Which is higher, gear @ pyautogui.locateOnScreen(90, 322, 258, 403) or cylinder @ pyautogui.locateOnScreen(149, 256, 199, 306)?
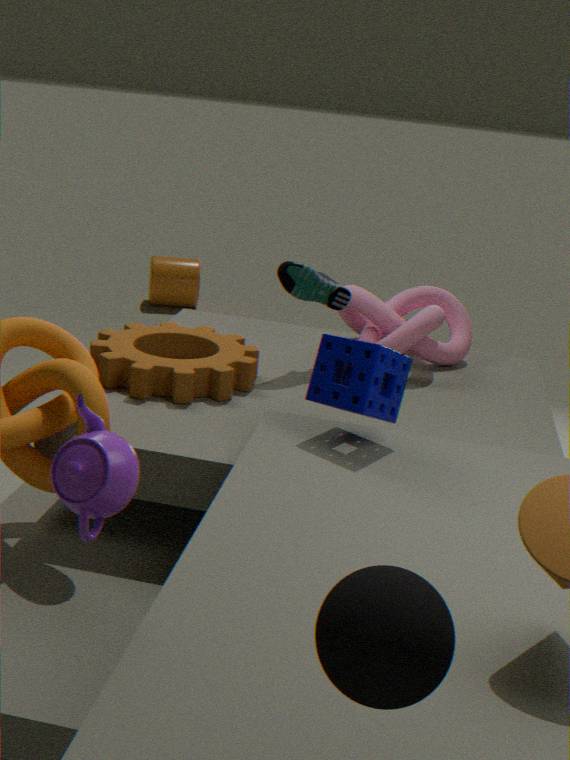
gear @ pyautogui.locateOnScreen(90, 322, 258, 403)
